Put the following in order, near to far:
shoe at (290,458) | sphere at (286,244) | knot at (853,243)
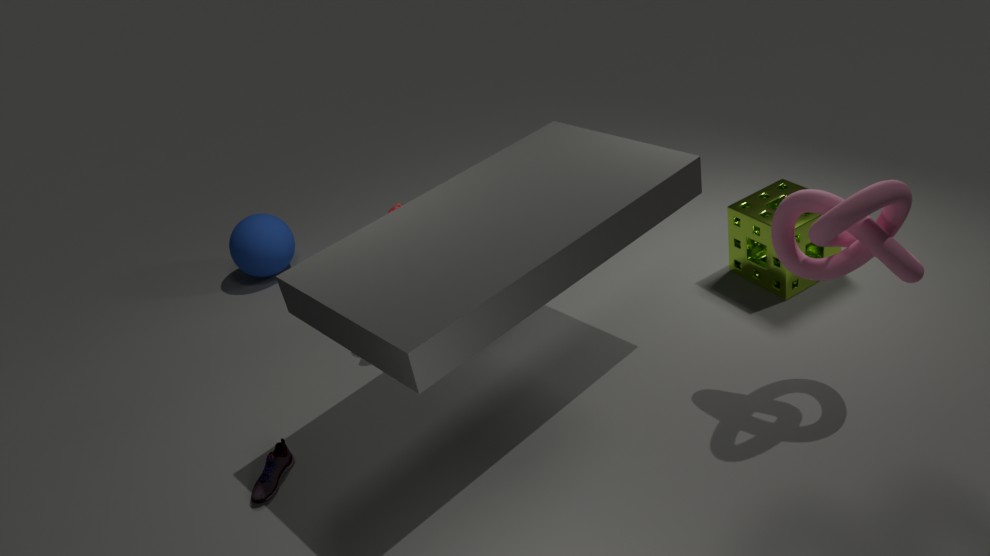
1. knot at (853,243)
2. shoe at (290,458)
3. sphere at (286,244)
